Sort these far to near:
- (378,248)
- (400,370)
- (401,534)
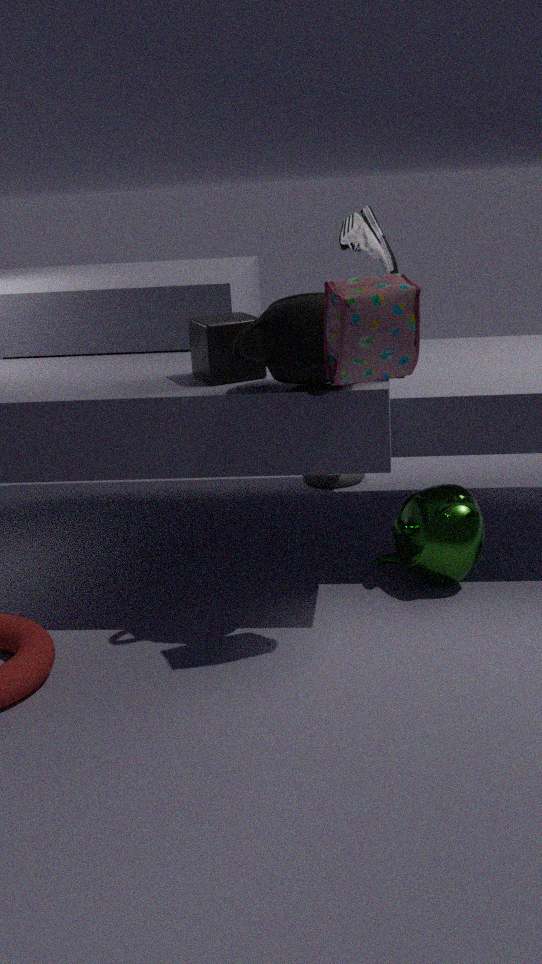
(378,248), (401,534), (400,370)
